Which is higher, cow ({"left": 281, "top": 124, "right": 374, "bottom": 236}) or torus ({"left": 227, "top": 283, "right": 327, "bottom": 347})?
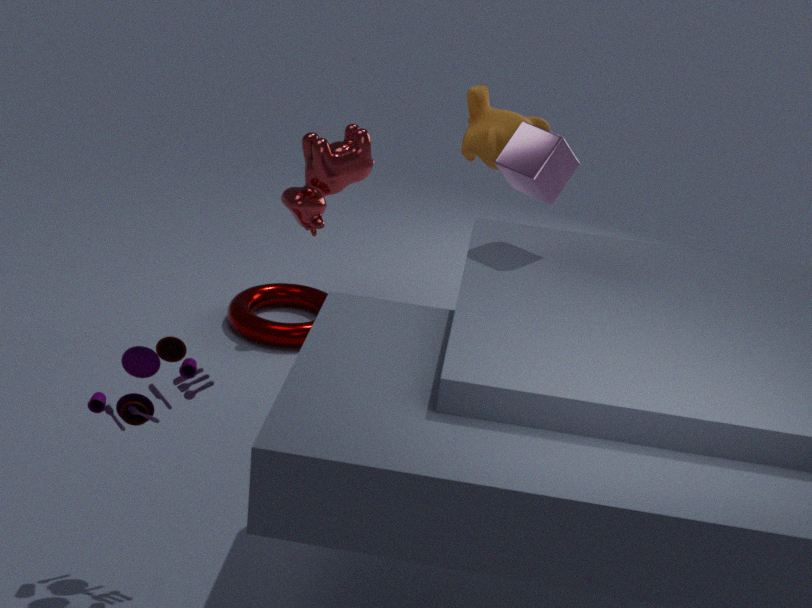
cow ({"left": 281, "top": 124, "right": 374, "bottom": 236})
